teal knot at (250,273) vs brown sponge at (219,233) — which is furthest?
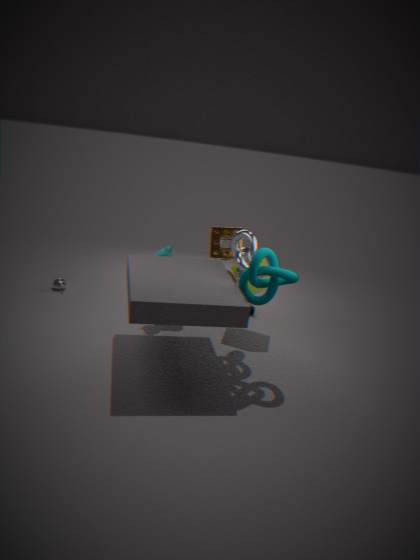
brown sponge at (219,233)
